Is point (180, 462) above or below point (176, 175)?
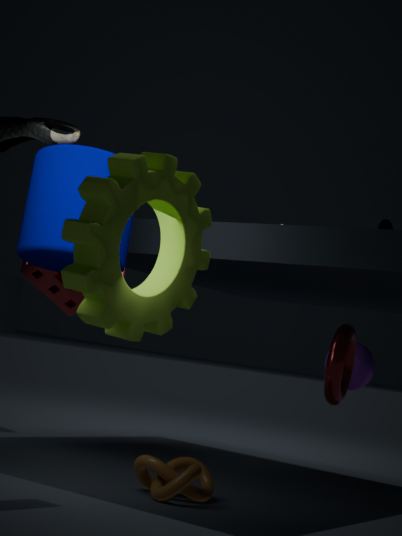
below
